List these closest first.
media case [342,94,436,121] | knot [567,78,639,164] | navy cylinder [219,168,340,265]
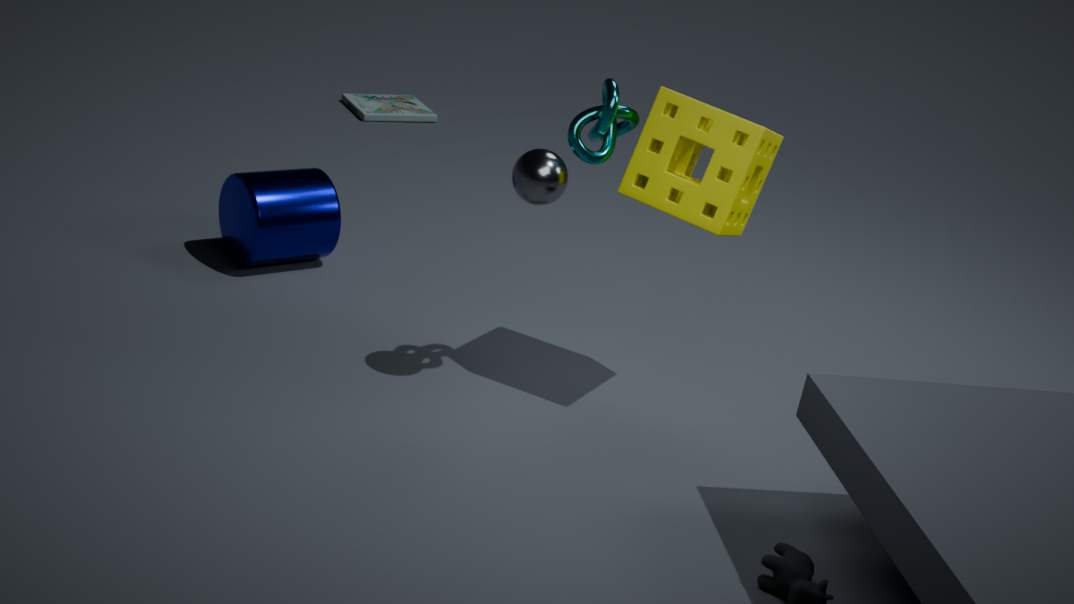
knot [567,78,639,164], navy cylinder [219,168,340,265], media case [342,94,436,121]
